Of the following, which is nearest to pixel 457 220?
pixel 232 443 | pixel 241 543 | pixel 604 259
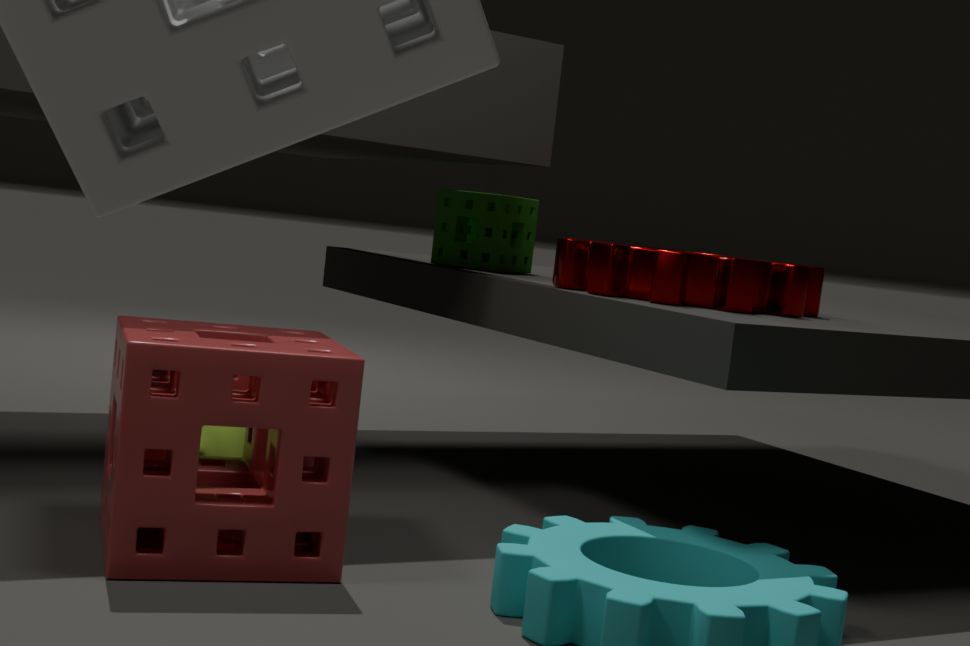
pixel 604 259
